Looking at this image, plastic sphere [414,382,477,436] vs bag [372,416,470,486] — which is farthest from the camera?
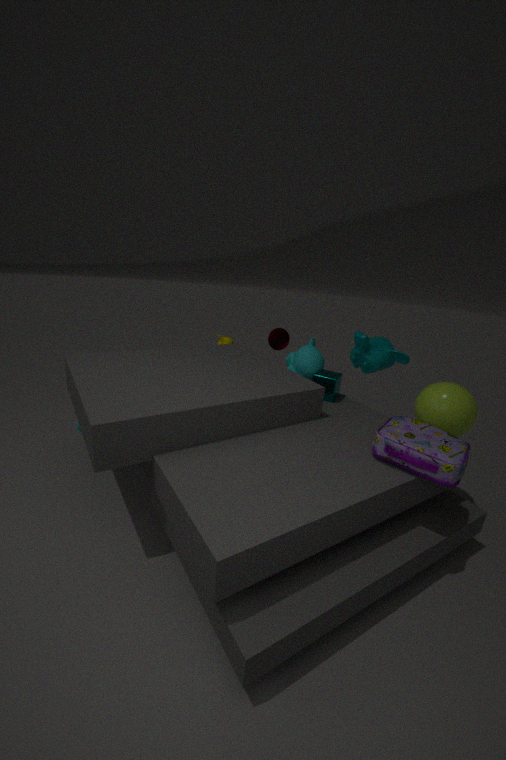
plastic sphere [414,382,477,436]
